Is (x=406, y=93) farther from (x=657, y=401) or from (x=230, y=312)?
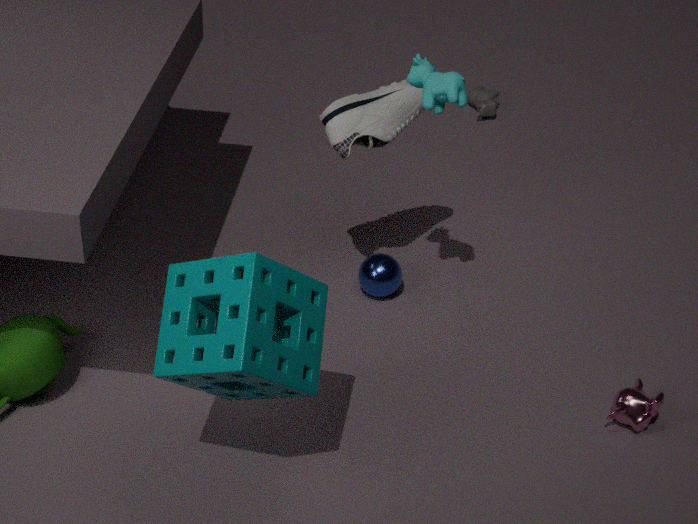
(x=657, y=401)
